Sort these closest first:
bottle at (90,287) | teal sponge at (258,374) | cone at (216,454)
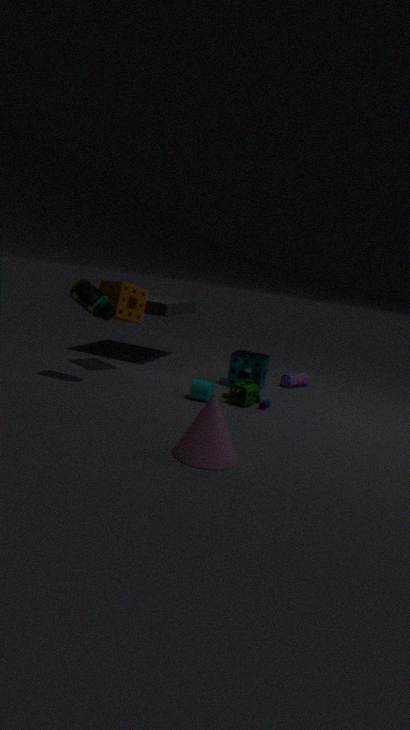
cone at (216,454) < bottle at (90,287) < teal sponge at (258,374)
